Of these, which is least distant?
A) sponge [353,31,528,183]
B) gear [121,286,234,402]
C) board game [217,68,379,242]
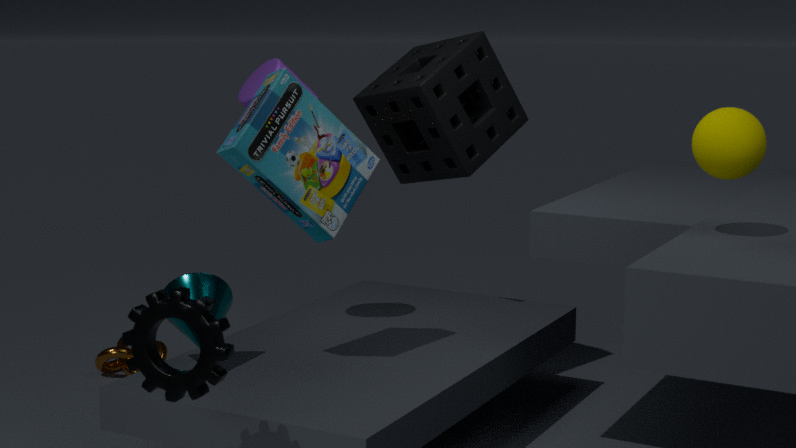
gear [121,286,234,402]
